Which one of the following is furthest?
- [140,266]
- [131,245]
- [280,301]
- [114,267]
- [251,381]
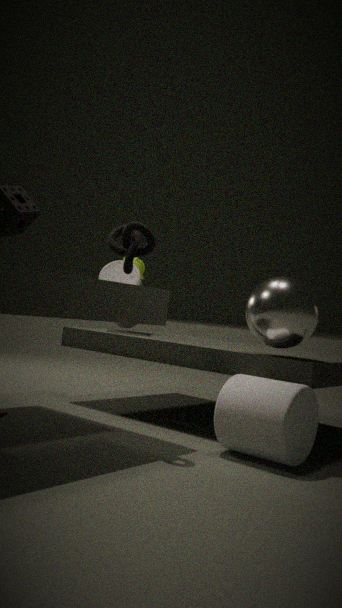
[140,266]
